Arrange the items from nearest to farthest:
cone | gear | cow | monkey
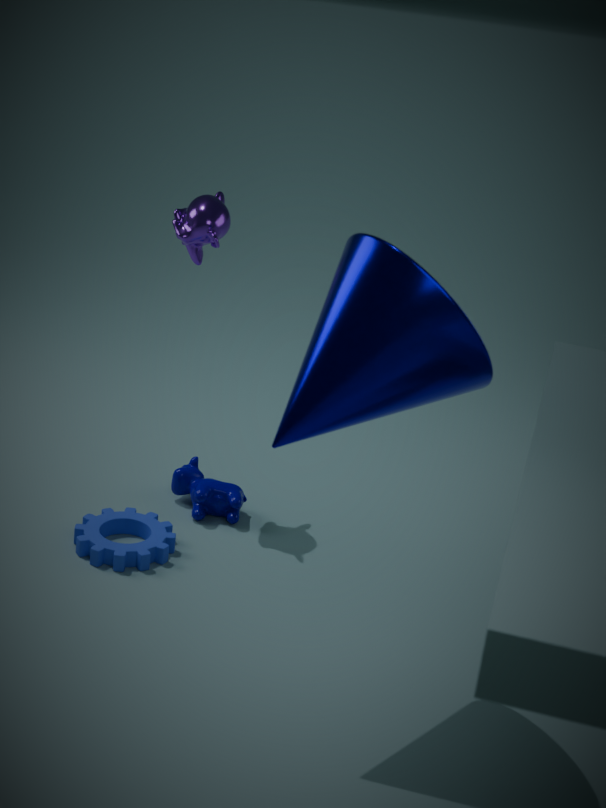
cone, gear, monkey, cow
